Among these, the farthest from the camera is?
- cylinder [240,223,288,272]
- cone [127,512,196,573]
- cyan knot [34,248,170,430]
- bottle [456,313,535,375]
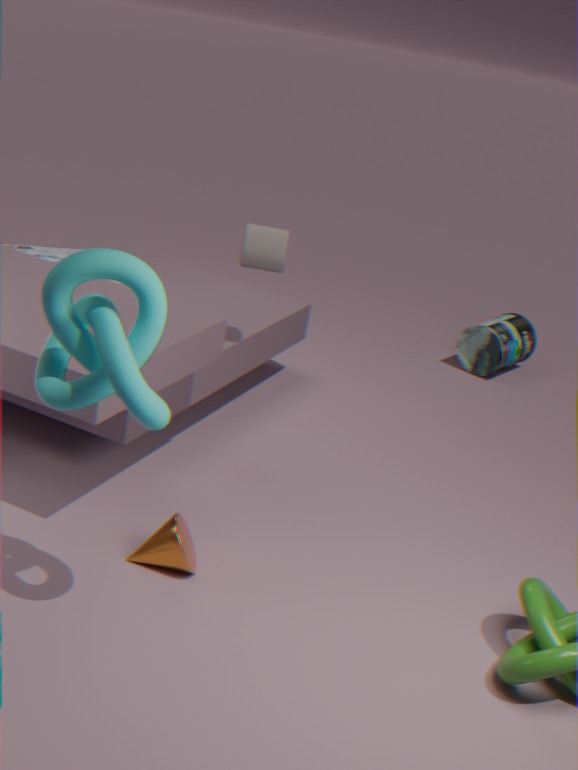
bottle [456,313,535,375]
